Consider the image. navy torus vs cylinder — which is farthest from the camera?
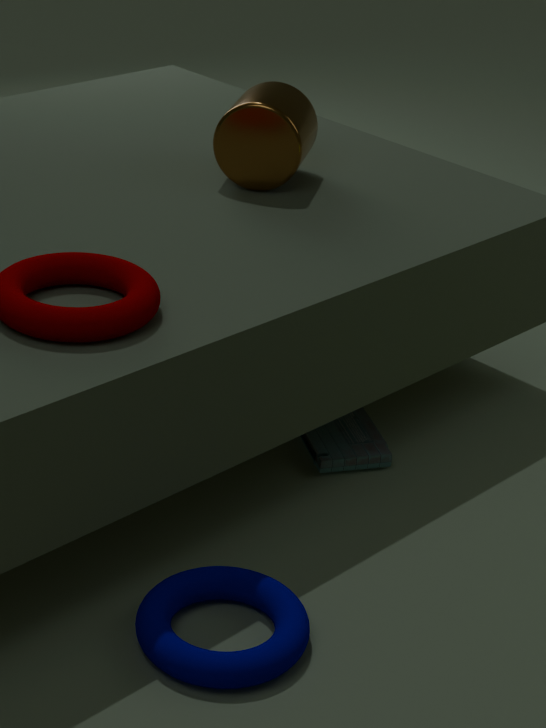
cylinder
